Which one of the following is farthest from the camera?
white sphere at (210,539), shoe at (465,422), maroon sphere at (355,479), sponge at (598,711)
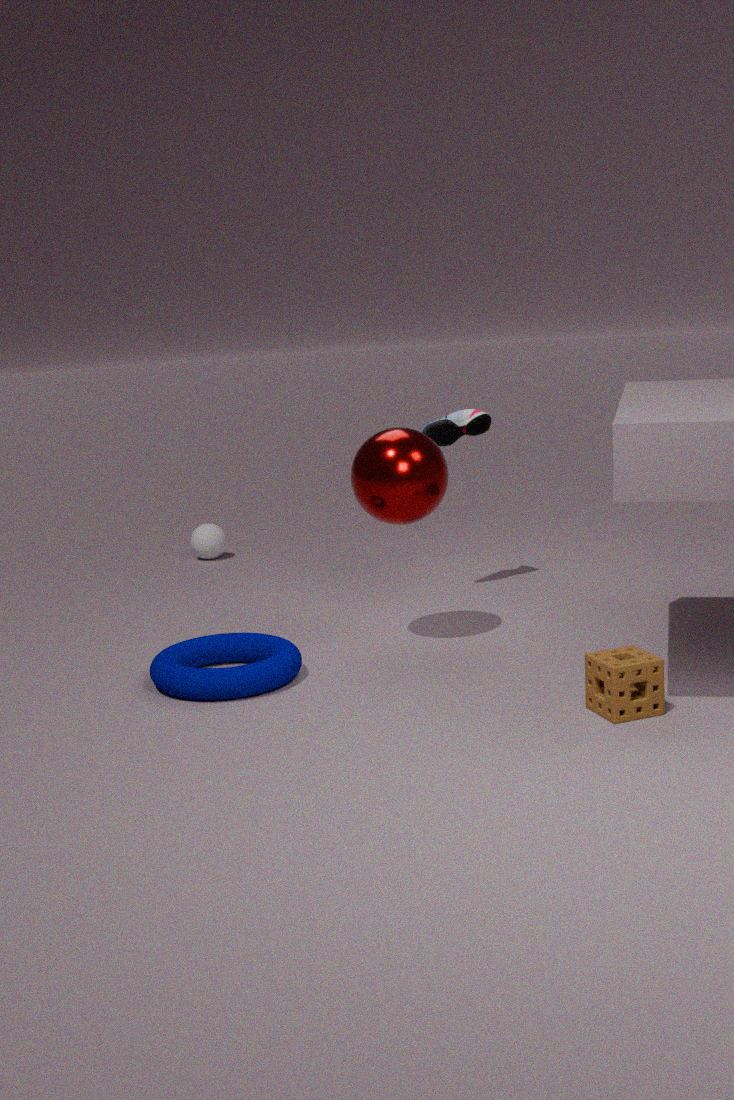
white sphere at (210,539)
